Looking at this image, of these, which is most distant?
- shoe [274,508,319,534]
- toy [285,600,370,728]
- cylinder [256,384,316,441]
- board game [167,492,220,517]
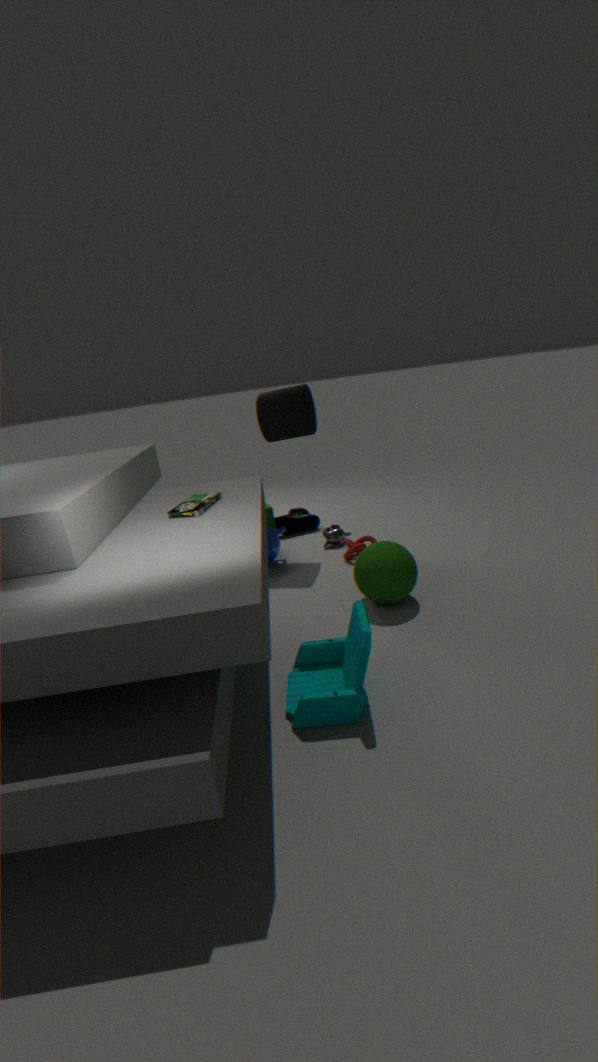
shoe [274,508,319,534]
